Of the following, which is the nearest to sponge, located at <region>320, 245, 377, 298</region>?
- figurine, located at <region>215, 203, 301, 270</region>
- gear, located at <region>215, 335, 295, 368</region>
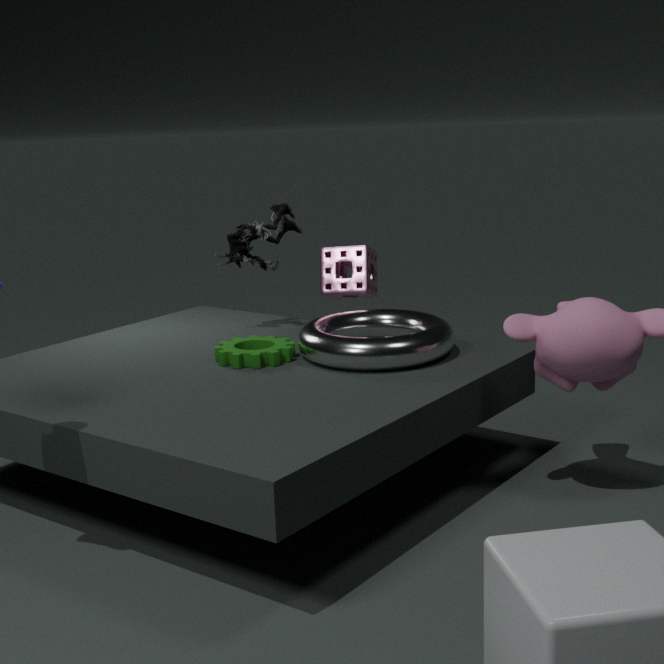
figurine, located at <region>215, 203, 301, 270</region>
